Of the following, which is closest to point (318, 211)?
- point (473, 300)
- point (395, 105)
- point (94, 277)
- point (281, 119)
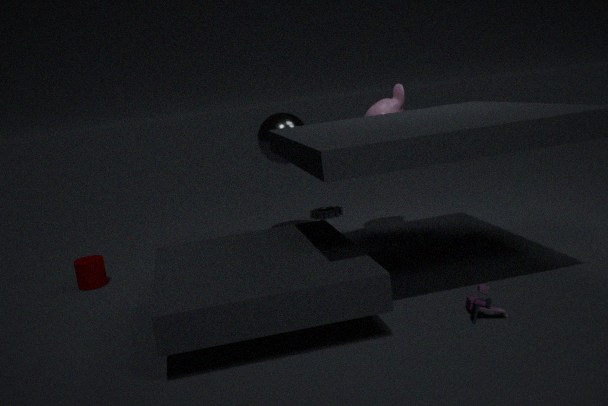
point (281, 119)
